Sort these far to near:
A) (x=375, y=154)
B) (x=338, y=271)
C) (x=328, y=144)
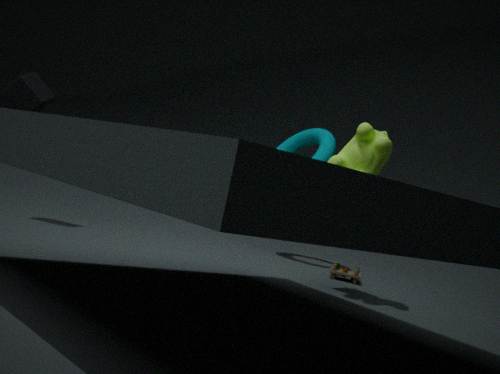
(x=328, y=144) < (x=338, y=271) < (x=375, y=154)
